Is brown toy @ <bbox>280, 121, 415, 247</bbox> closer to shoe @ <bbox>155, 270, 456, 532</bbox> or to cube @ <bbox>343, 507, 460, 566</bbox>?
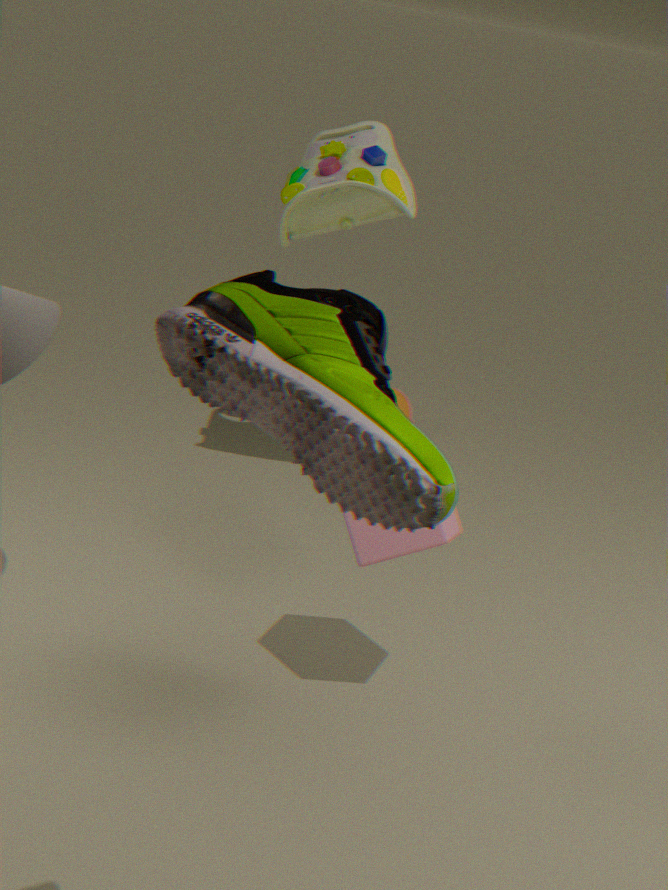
cube @ <bbox>343, 507, 460, 566</bbox>
